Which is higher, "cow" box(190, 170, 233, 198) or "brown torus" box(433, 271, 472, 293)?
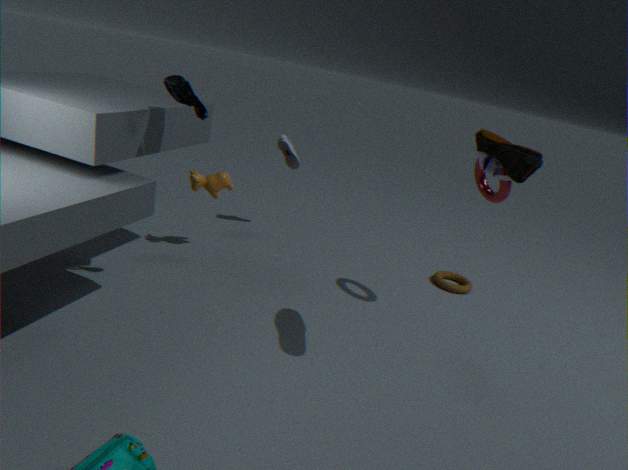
"cow" box(190, 170, 233, 198)
